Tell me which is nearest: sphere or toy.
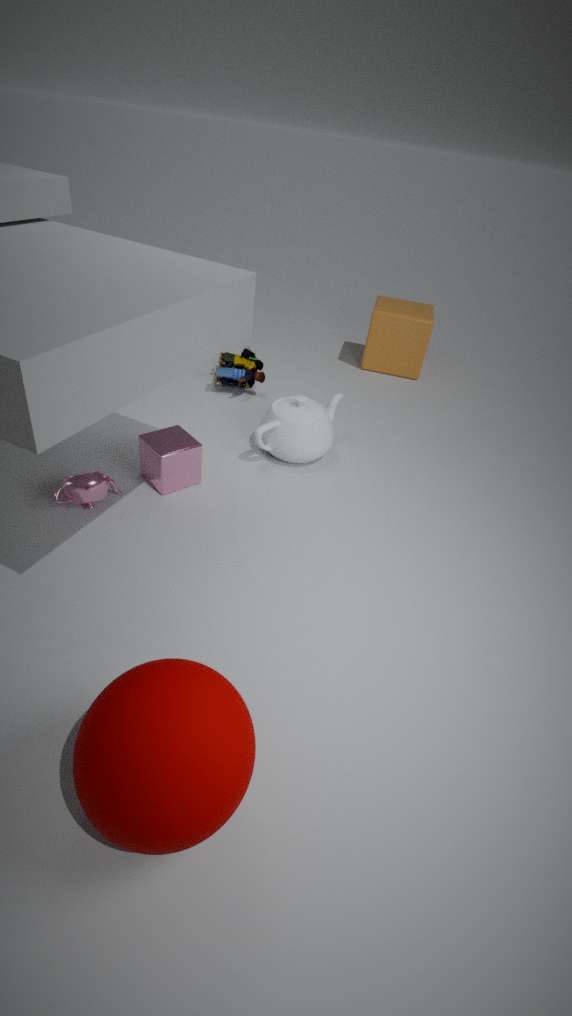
sphere
